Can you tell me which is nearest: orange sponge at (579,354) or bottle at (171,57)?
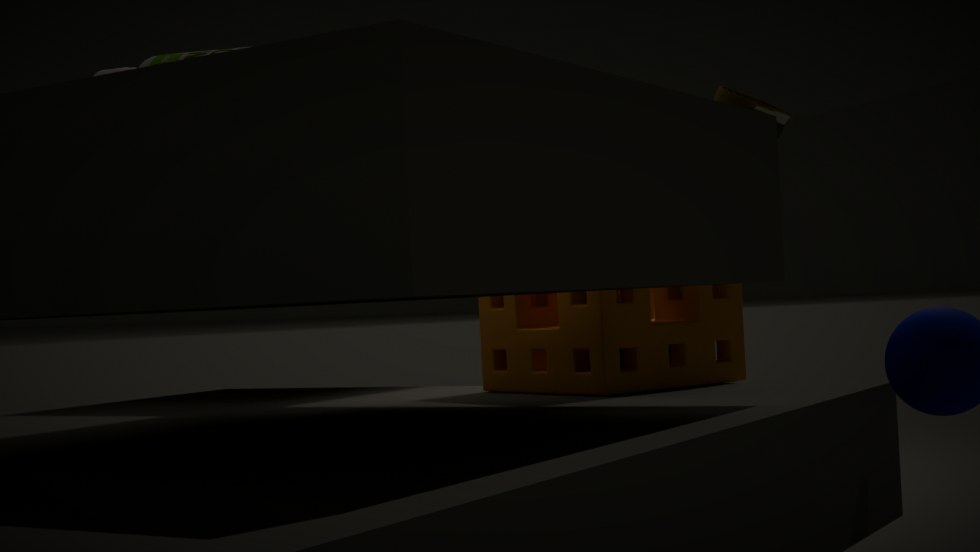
orange sponge at (579,354)
